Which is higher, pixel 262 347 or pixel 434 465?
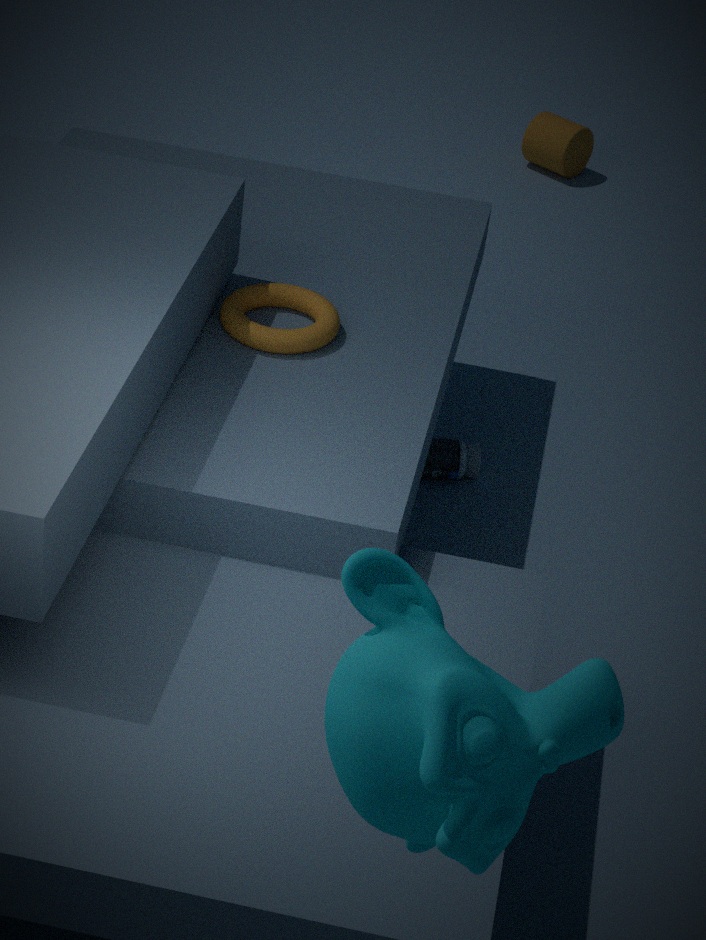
pixel 262 347
